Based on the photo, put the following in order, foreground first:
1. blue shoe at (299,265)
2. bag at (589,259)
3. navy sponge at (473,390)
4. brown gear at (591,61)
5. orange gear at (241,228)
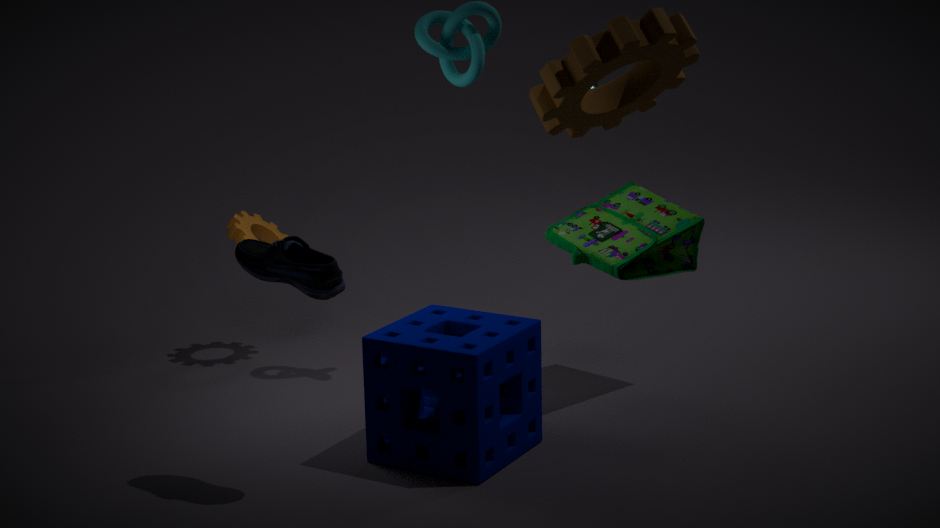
blue shoe at (299,265)
navy sponge at (473,390)
bag at (589,259)
brown gear at (591,61)
orange gear at (241,228)
